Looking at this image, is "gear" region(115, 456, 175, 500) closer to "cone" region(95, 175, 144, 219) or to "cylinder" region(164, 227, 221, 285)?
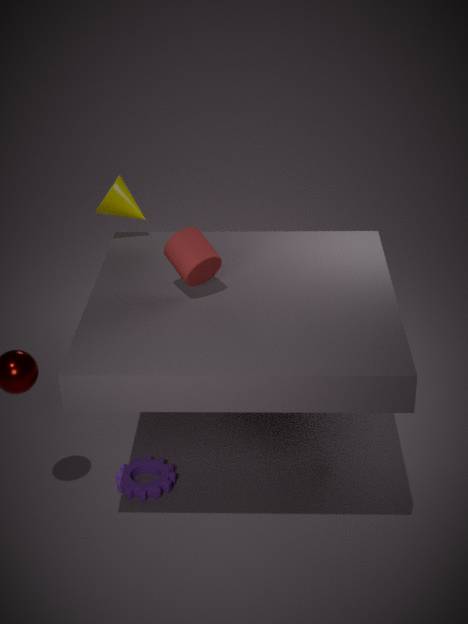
"cylinder" region(164, 227, 221, 285)
